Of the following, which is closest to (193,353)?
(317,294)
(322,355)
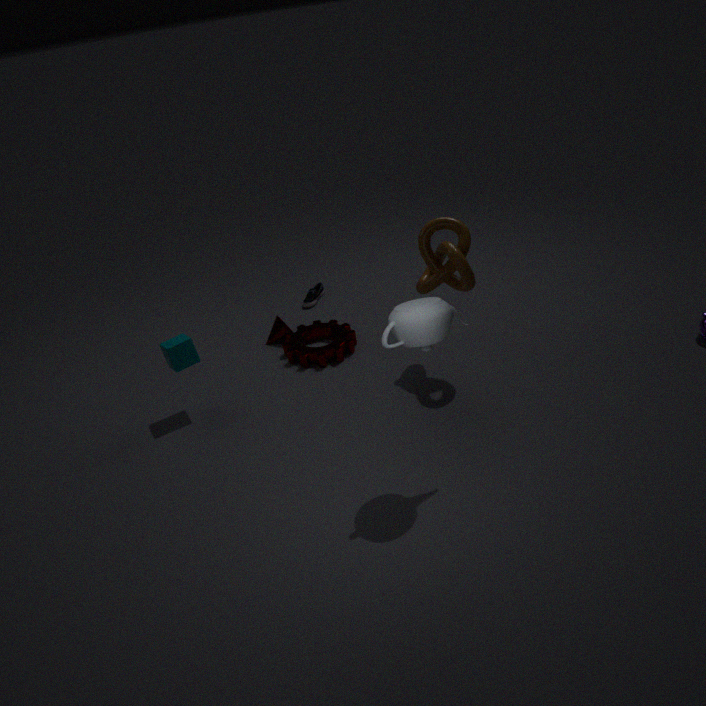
(322,355)
